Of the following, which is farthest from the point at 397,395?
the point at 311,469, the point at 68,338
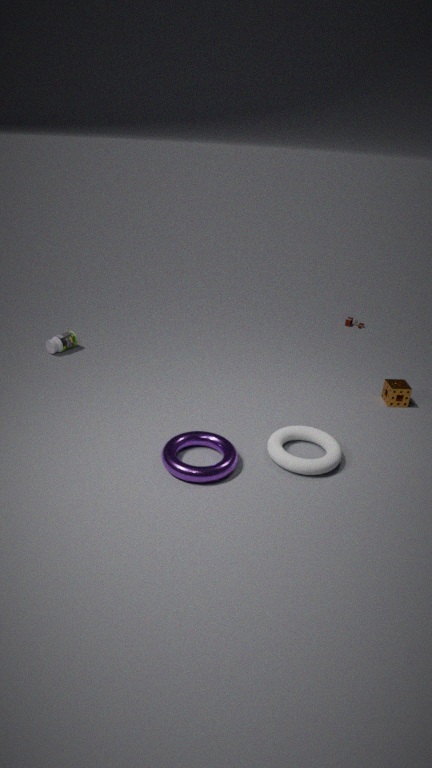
the point at 68,338
